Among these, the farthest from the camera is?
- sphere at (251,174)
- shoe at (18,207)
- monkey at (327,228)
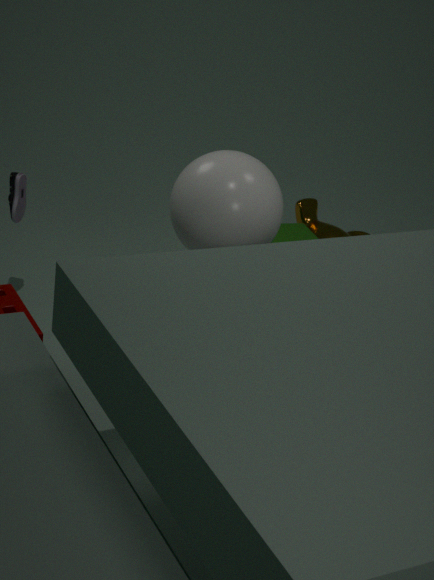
monkey at (327,228)
